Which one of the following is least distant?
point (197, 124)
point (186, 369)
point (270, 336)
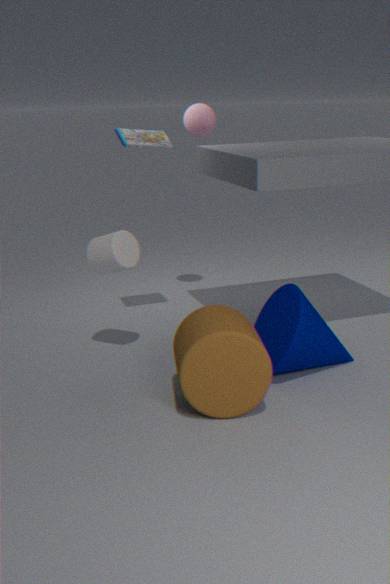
point (186, 369)
